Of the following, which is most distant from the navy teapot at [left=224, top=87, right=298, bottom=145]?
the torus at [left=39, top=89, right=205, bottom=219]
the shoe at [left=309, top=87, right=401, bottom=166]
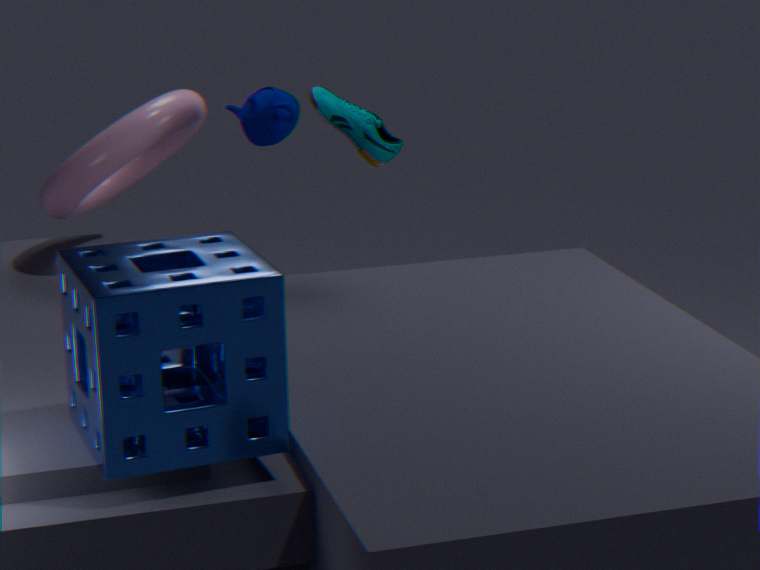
the shoe at [left=309, top=87, right=401, bottom=166]
